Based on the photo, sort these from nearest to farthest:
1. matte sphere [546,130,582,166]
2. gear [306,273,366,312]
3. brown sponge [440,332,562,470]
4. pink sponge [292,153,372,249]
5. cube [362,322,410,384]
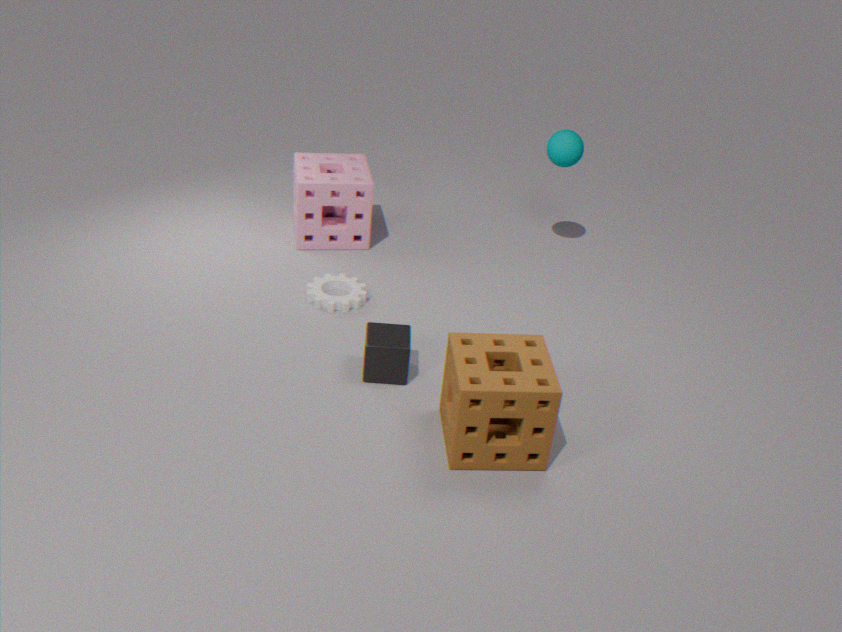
1. brown sponge [440,332,562,470]
2. cube [362,322,410,384]
3. gear [306,273,366,312]
4. matte sphere [546,130,582,166]
5. pink sponge [292,153,372,249]
